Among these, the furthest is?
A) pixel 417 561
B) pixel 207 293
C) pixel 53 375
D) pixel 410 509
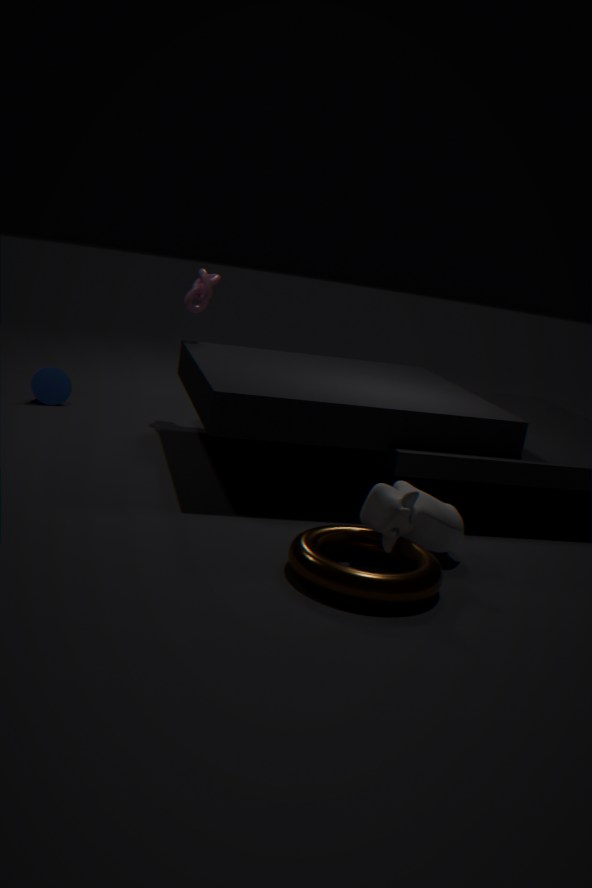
pixel 53 375
